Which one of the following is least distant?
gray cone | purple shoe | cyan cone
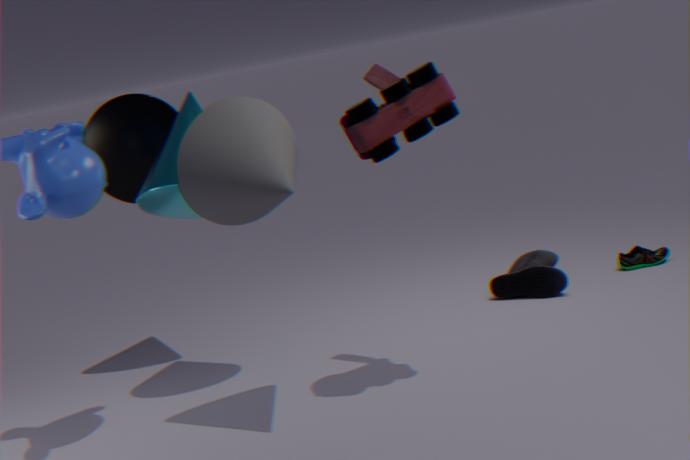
gray cone
